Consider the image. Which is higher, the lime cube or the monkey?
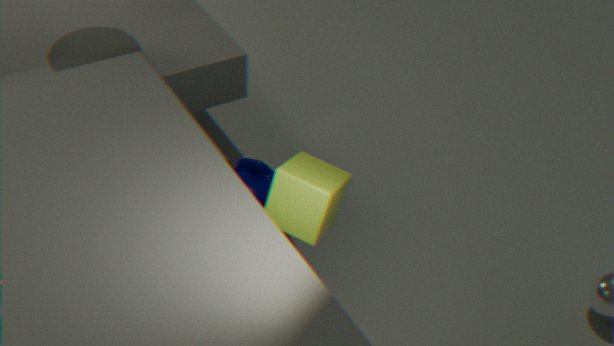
the lime cube
